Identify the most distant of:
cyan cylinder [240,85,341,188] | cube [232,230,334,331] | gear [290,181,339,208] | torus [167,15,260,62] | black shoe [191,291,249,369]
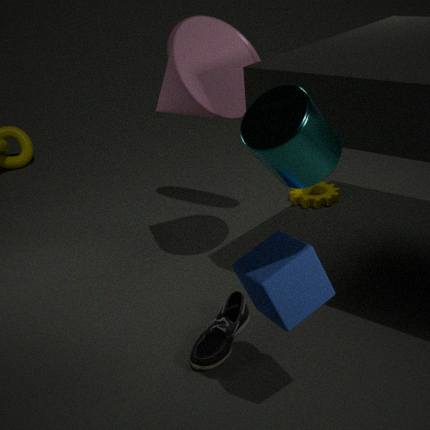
gear [290,181,339,208]
